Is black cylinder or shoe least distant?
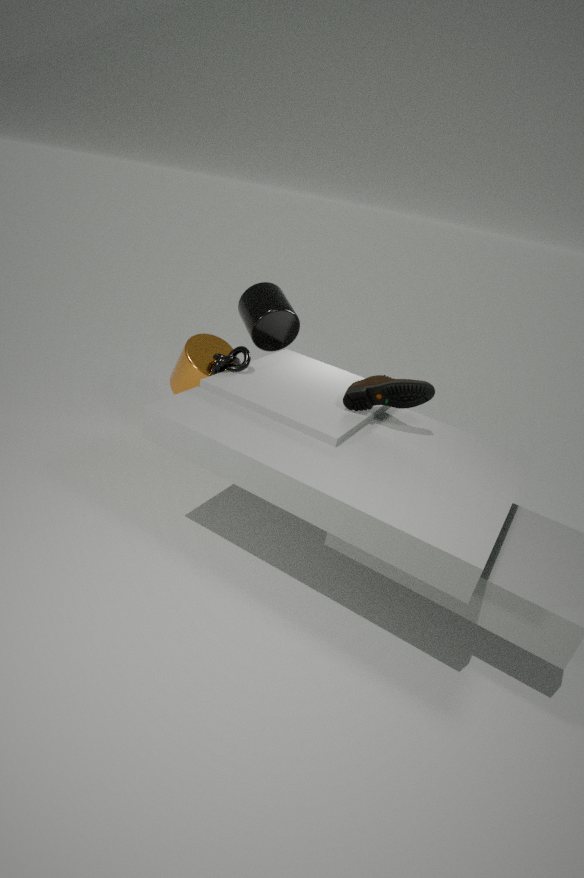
shoe
